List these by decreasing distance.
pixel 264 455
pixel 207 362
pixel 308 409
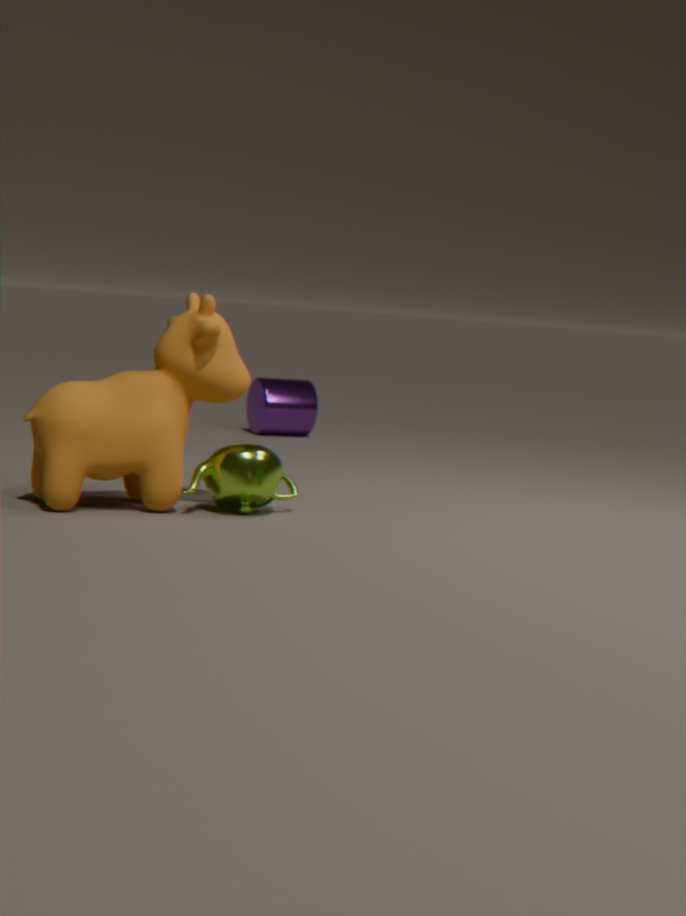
pixel 308 409
pixel 264 455
pixel 207 362
